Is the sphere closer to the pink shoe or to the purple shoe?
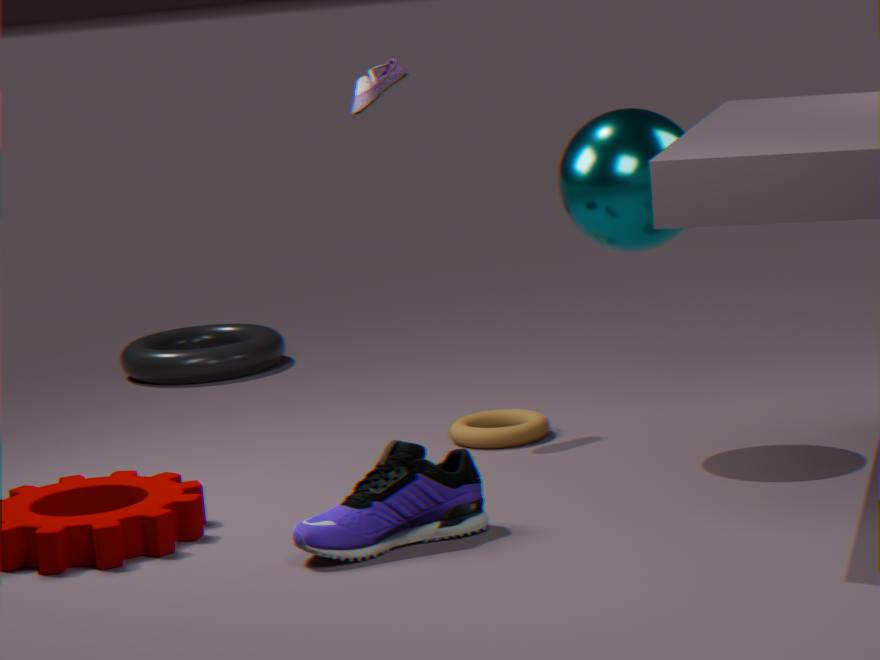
the pink shoe
